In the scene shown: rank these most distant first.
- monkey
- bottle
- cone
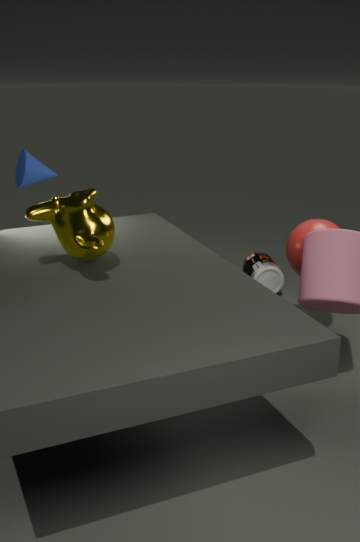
bottle → cone → monkey
